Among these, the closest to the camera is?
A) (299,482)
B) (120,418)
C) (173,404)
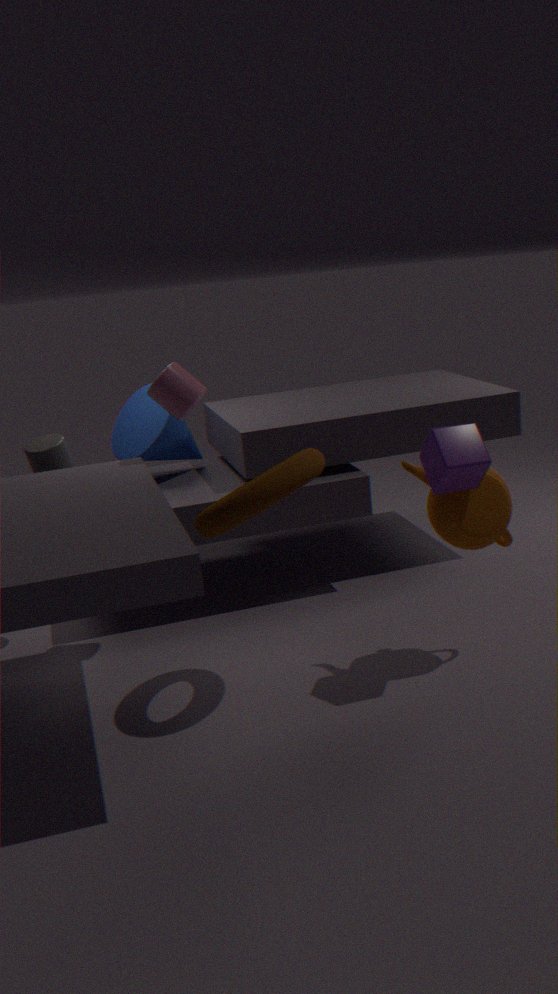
(299,482)
